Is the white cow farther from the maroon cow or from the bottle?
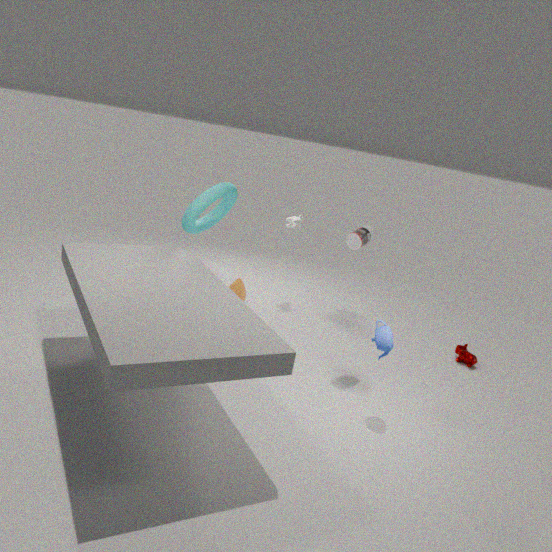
the maroon cow
